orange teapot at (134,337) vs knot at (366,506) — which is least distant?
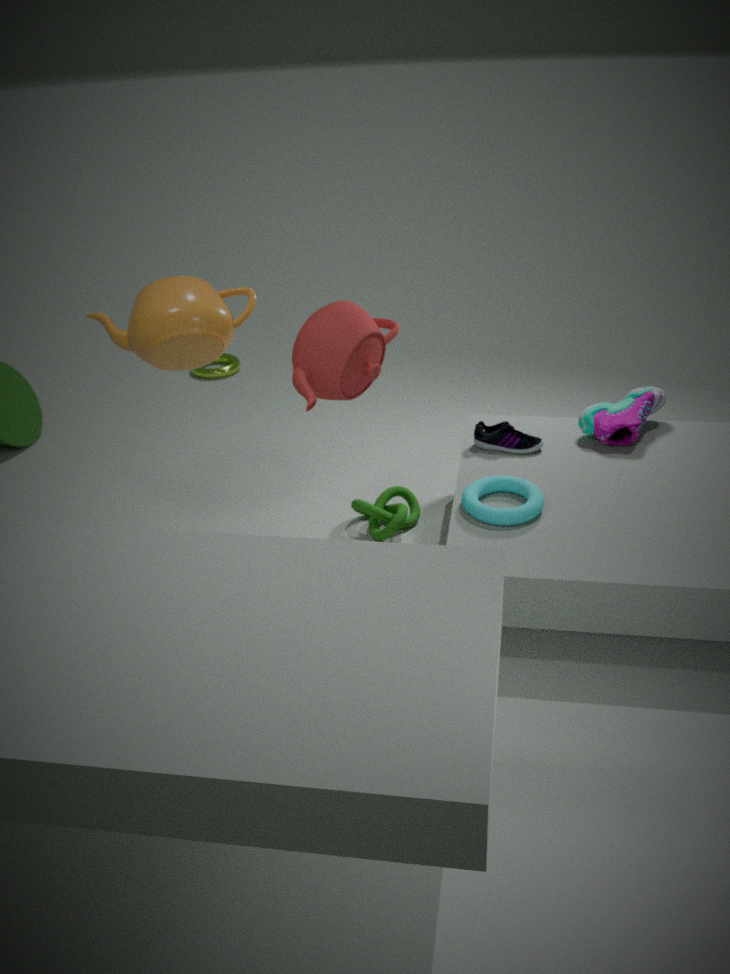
orange teapot at (134,337)
